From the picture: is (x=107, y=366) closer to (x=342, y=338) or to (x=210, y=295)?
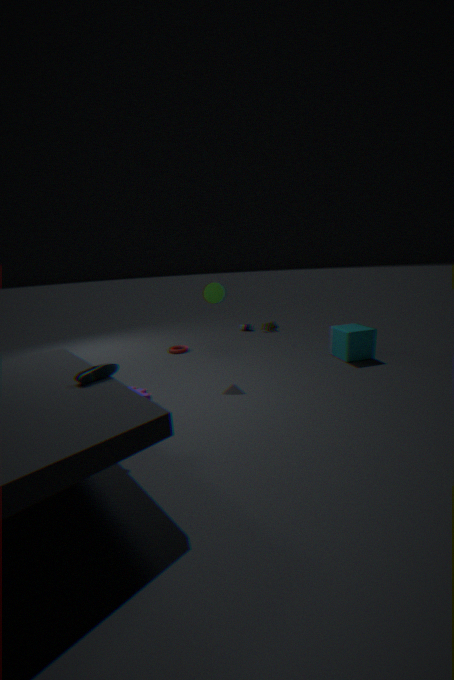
(x=210, y=295)
